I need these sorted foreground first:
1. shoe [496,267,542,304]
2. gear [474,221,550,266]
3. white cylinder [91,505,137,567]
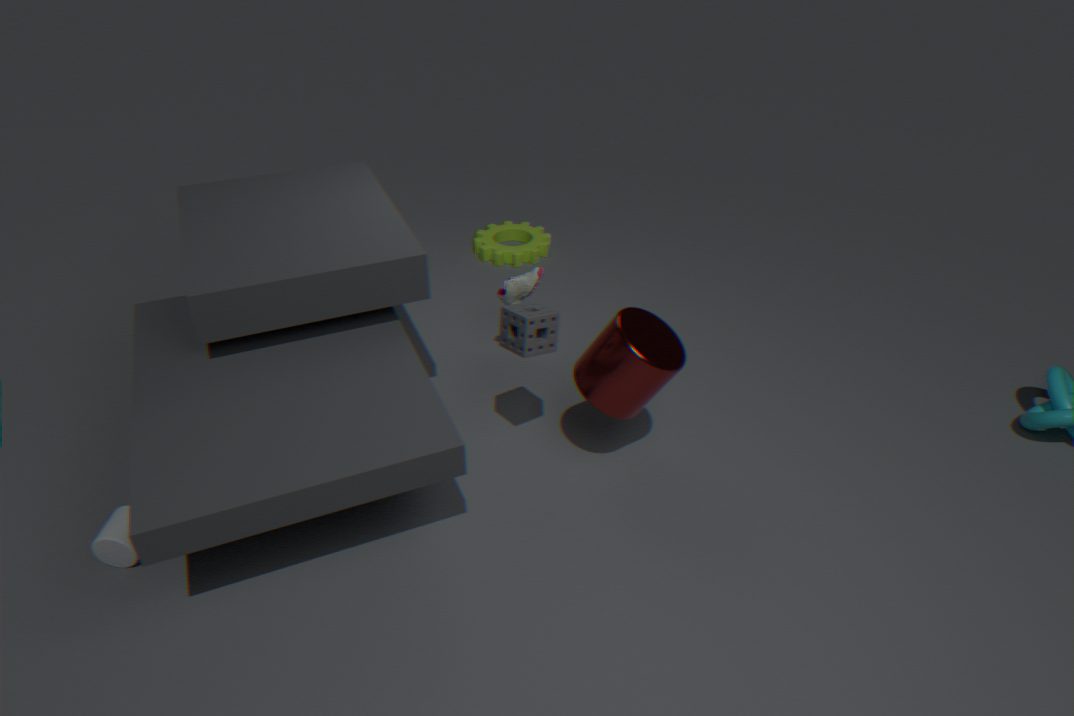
white cylinder [91,505,137,567] → shoe [496,267,542,304] → gear [474,221,550,266]
